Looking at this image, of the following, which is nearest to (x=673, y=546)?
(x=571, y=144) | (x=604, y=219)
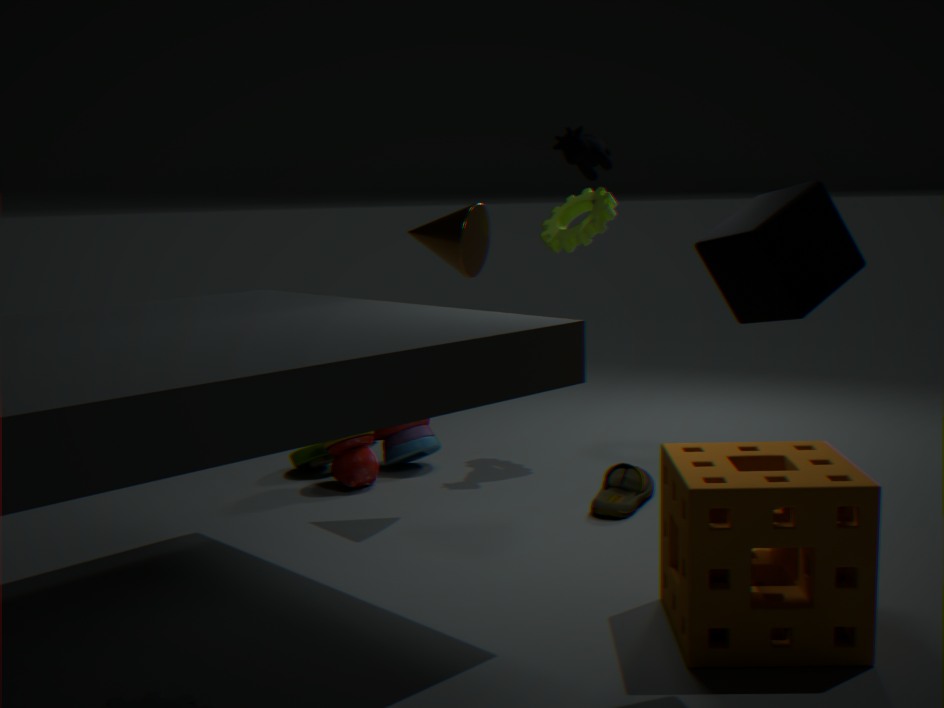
(x=604, y=219)
